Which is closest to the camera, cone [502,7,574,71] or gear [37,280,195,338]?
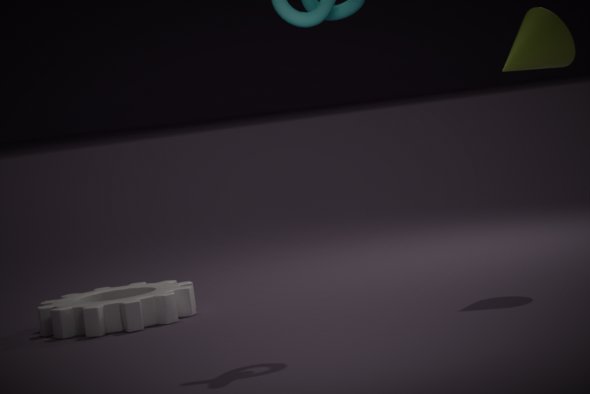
cone [502,7,574,71]
